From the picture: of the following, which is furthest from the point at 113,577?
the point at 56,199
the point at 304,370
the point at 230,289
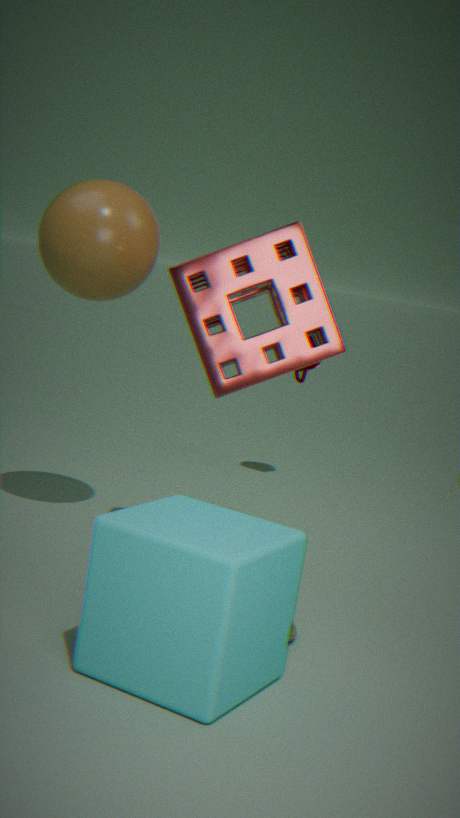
the point at 304,370
